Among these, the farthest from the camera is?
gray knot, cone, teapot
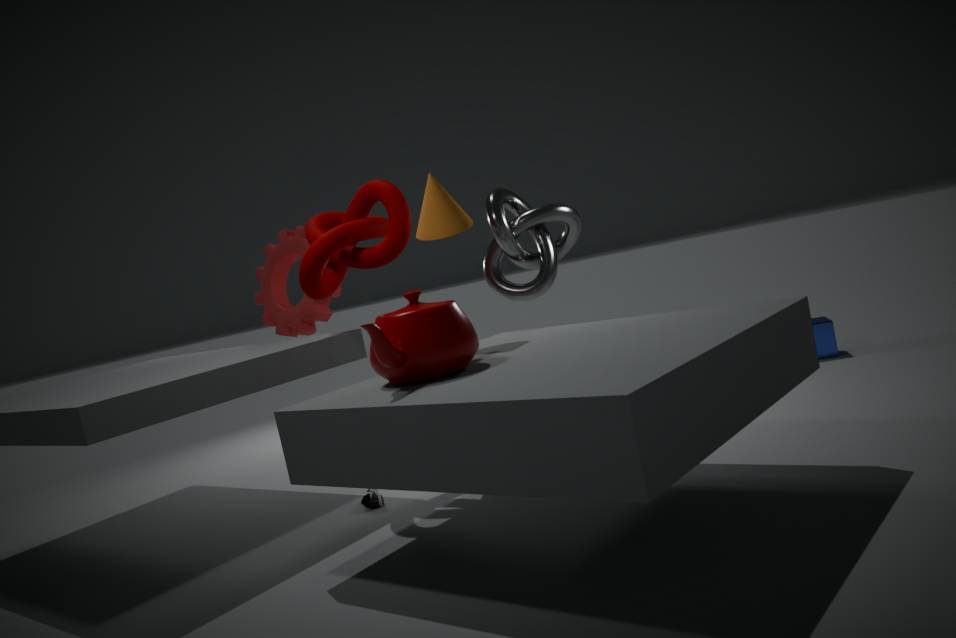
gray knot
